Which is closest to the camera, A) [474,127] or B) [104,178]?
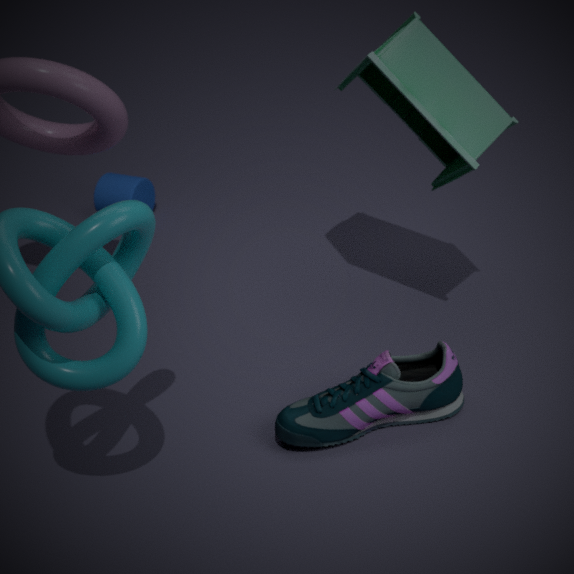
A. [474,127]
